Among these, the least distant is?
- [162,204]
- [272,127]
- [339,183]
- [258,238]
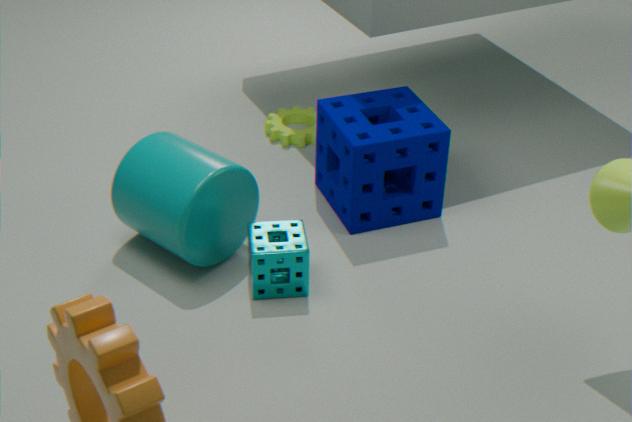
[162,204]
